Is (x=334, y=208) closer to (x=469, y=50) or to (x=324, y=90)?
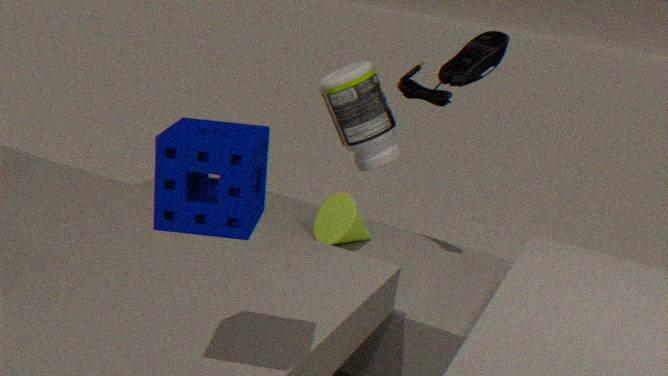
(x=324, y=90)
